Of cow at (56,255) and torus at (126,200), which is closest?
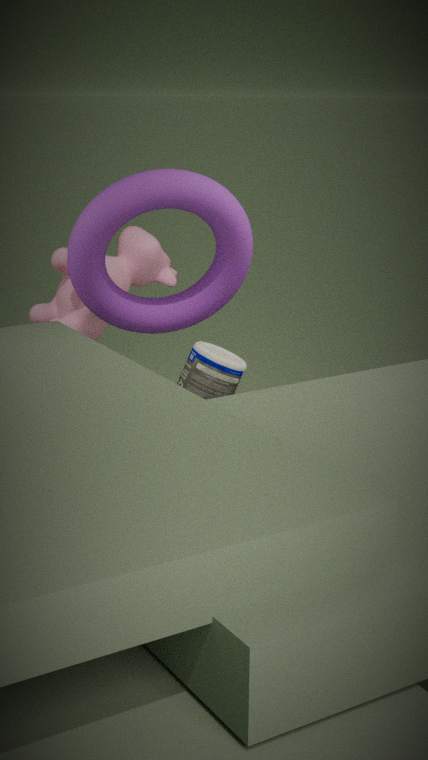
torus at (126,200)
